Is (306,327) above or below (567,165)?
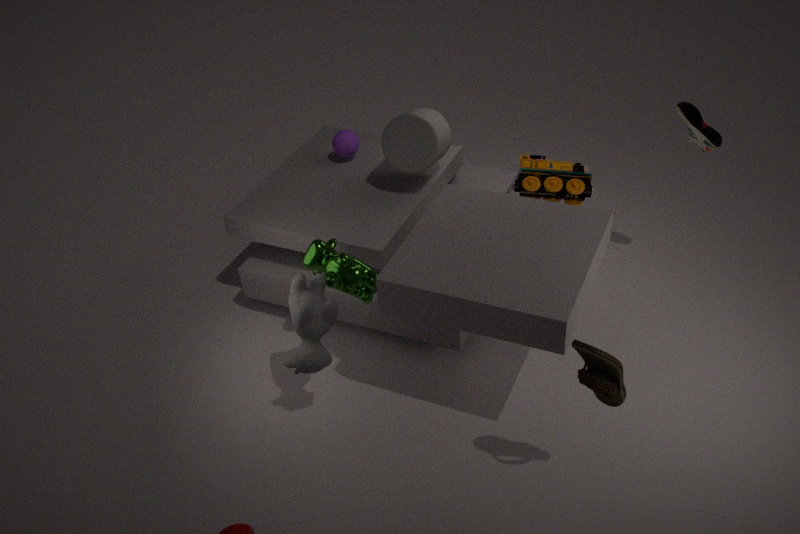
below
